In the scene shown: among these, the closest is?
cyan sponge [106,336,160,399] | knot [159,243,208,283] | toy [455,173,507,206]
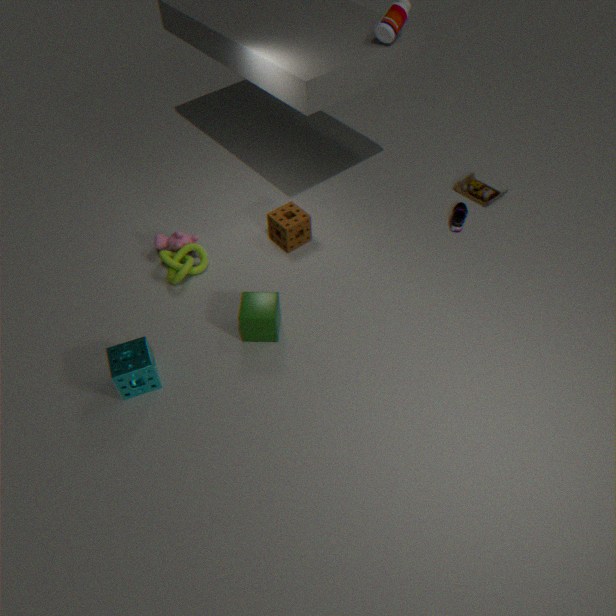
cyan sponge [106,336,160,399]
